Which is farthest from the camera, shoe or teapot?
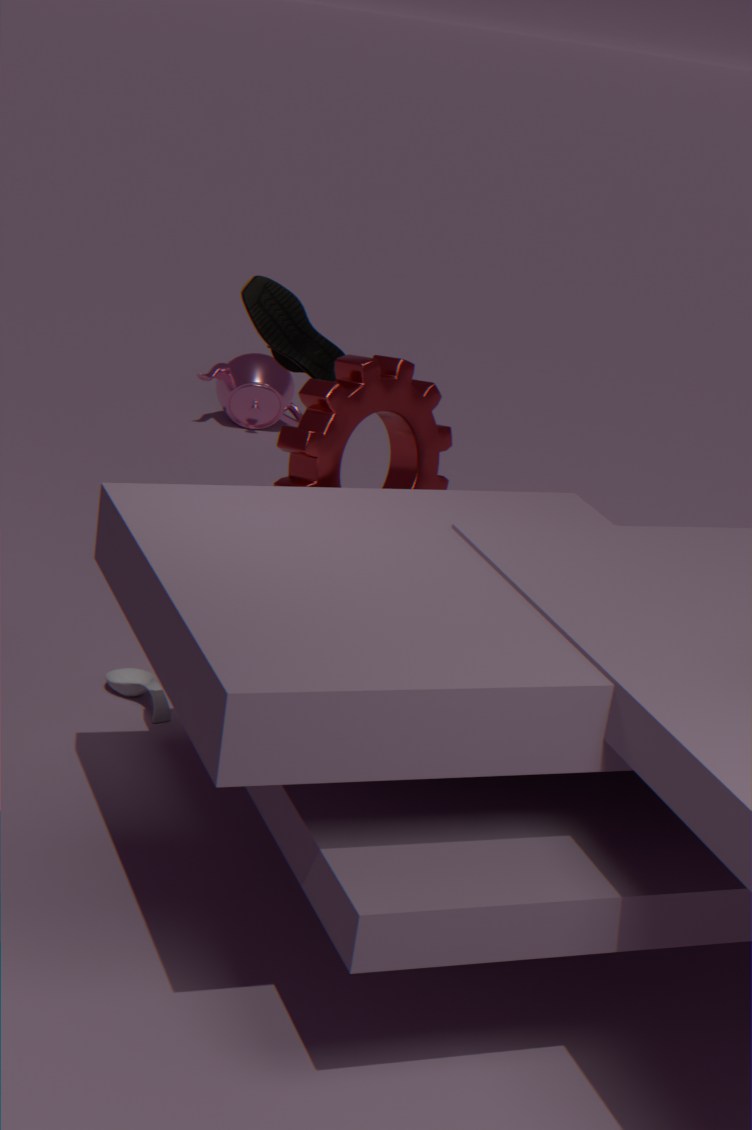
teapot
